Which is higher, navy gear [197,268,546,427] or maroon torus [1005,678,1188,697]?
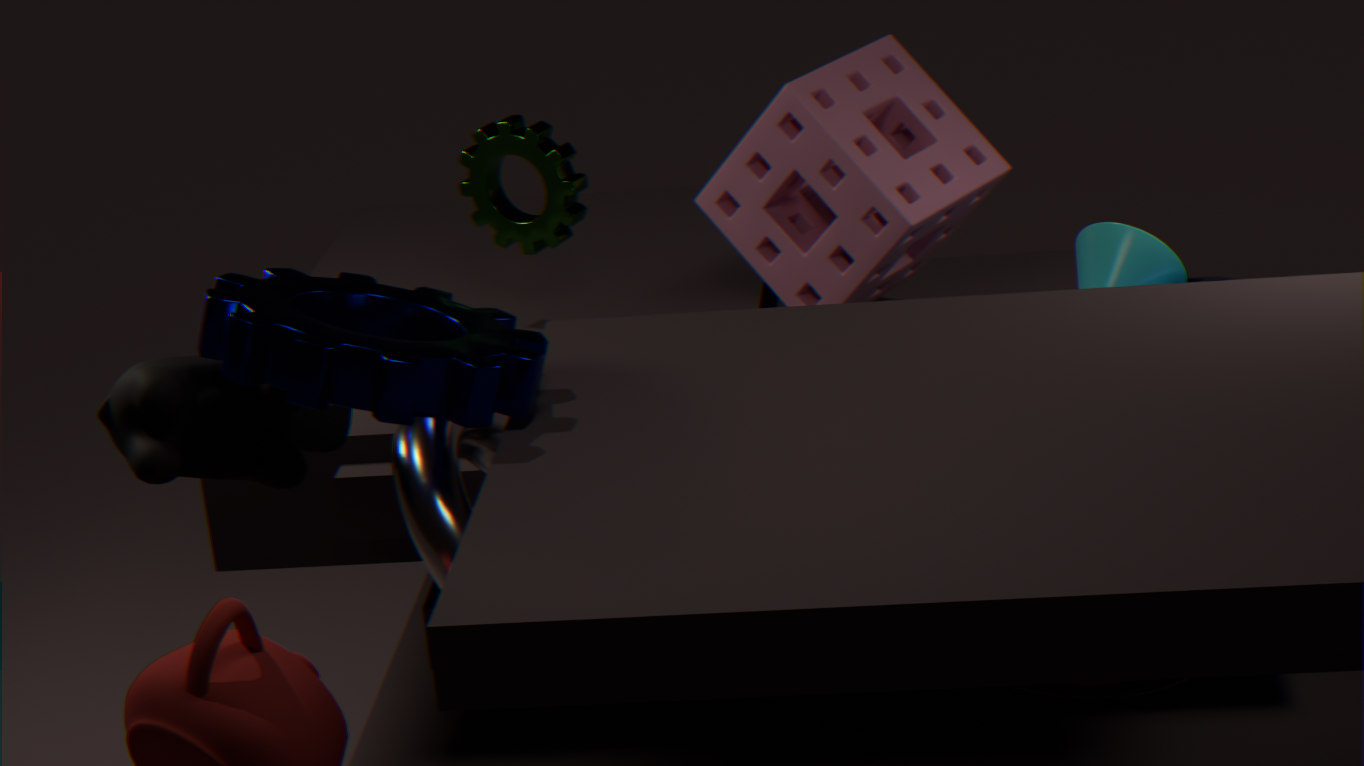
navy gear [197,268,546,427]
